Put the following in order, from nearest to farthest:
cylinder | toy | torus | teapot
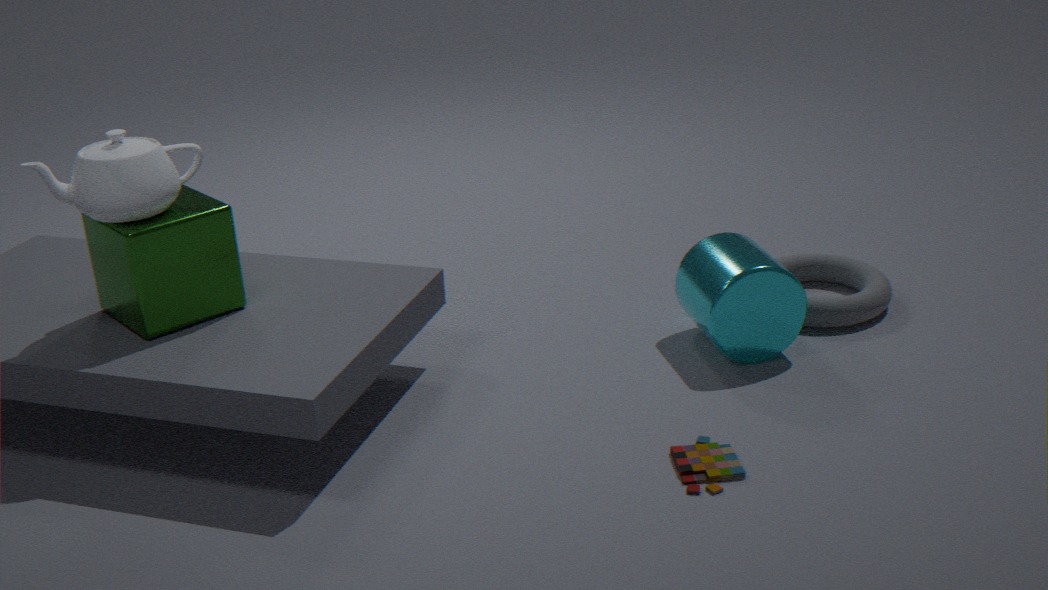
toy → teapot → cylinder → torus
